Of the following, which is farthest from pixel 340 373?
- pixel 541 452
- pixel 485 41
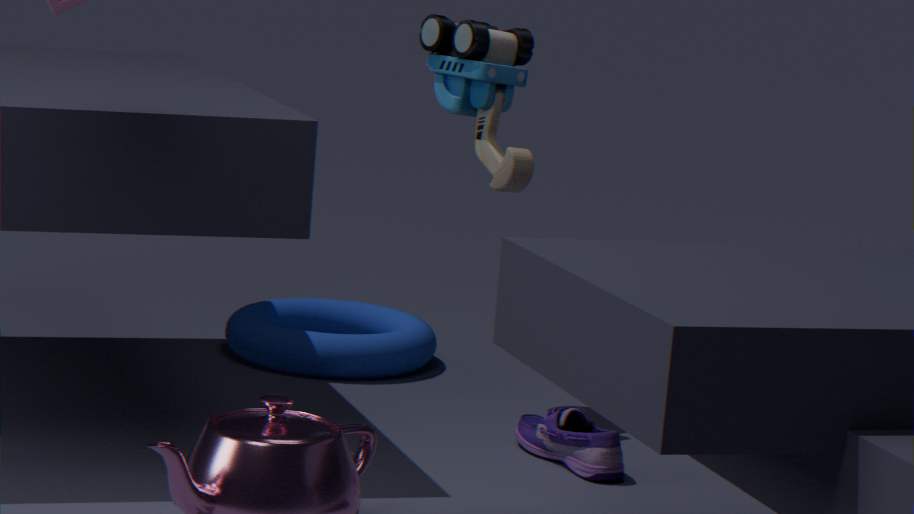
pixel 541 452
